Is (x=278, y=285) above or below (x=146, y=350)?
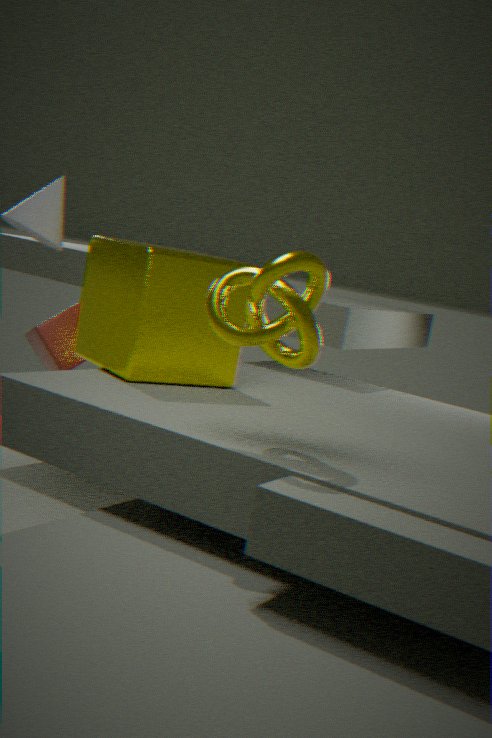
above
